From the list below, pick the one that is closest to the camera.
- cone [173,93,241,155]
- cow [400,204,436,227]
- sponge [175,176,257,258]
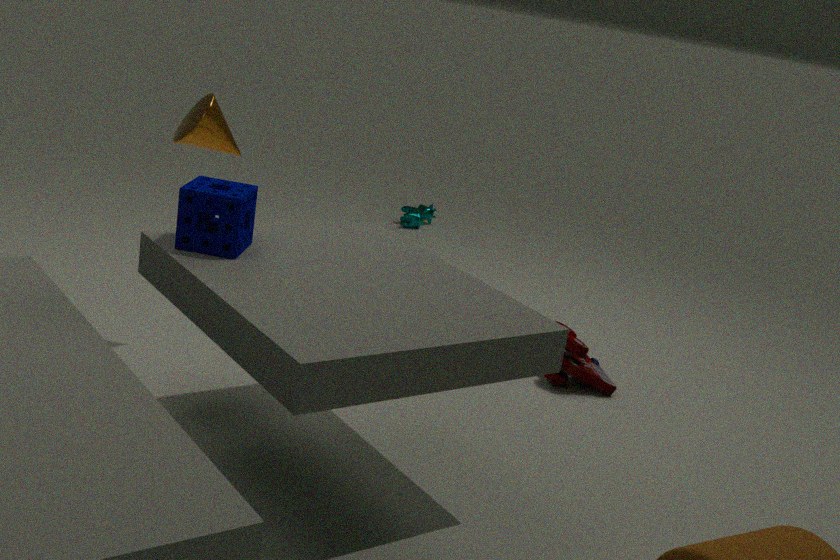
sponge [175,176,257,258]
